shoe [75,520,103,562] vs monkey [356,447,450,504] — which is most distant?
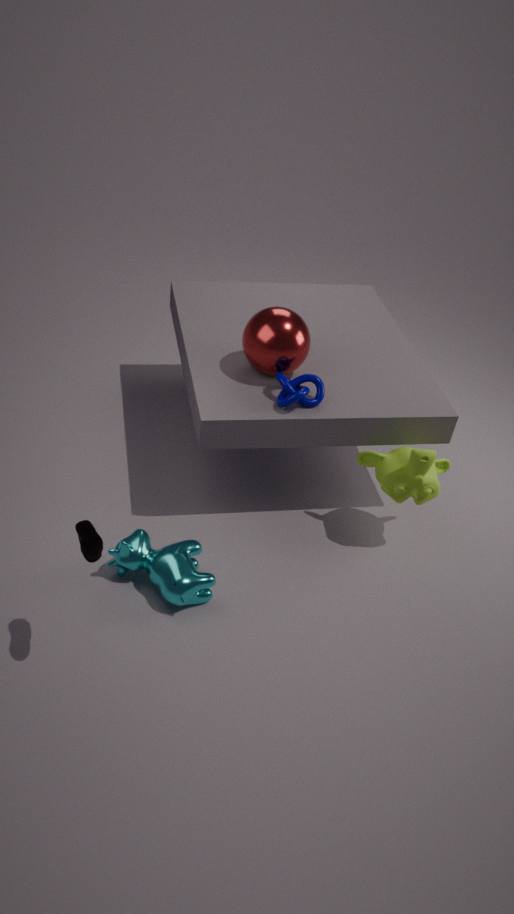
monkey [356,447,450,504]
